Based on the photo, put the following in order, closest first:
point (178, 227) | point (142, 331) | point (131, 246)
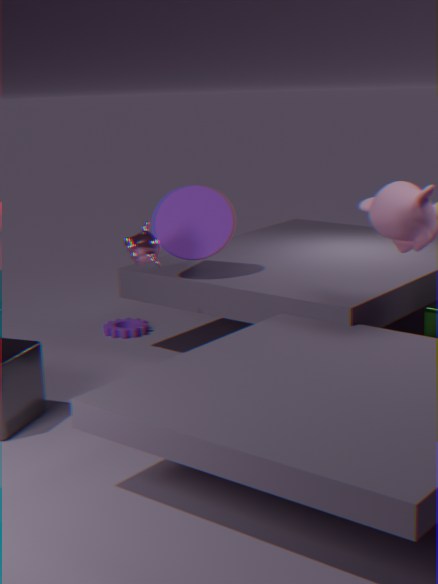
point (131, 246), point (178, 227), point (142, 331)
